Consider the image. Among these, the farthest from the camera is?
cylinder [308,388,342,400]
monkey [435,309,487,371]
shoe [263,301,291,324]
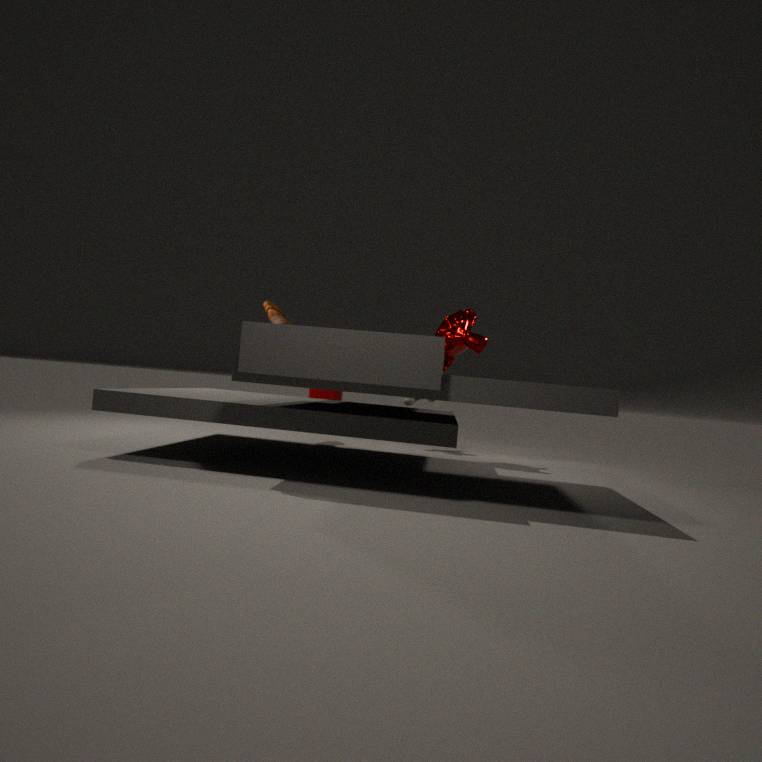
A: cylinder [308,388,342,400]
